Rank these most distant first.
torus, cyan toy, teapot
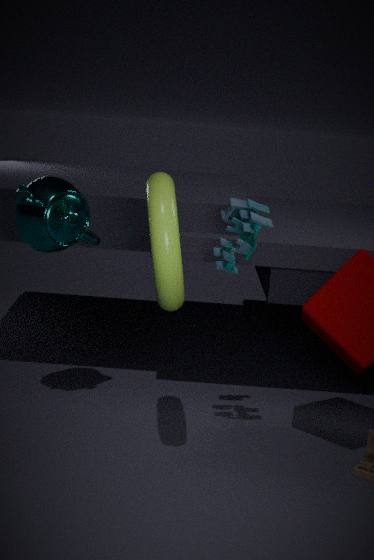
teapot → cyan toy → torus
